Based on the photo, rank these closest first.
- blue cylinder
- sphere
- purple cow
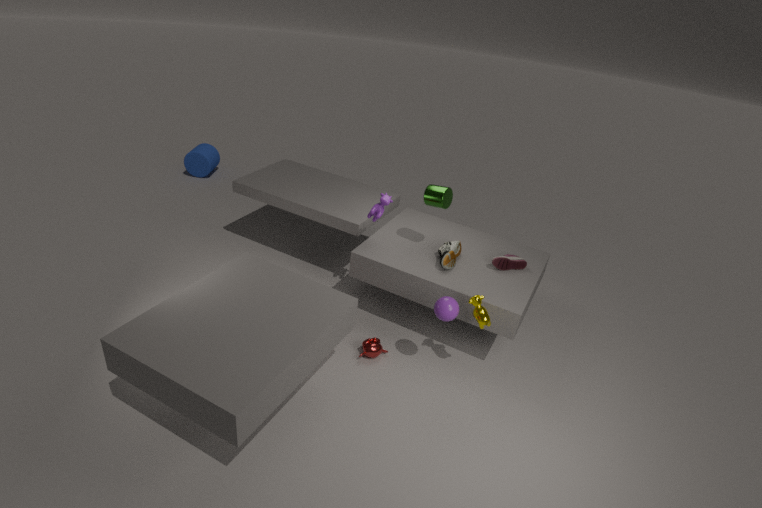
1. sphere
2. purple cow
3. blue cylinder
